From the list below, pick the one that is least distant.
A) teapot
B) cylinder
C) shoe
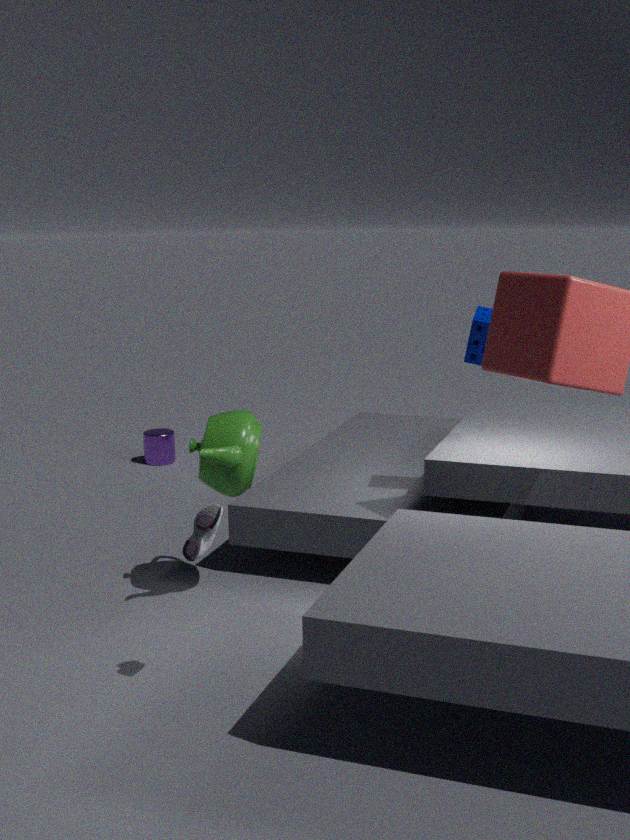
shoe
